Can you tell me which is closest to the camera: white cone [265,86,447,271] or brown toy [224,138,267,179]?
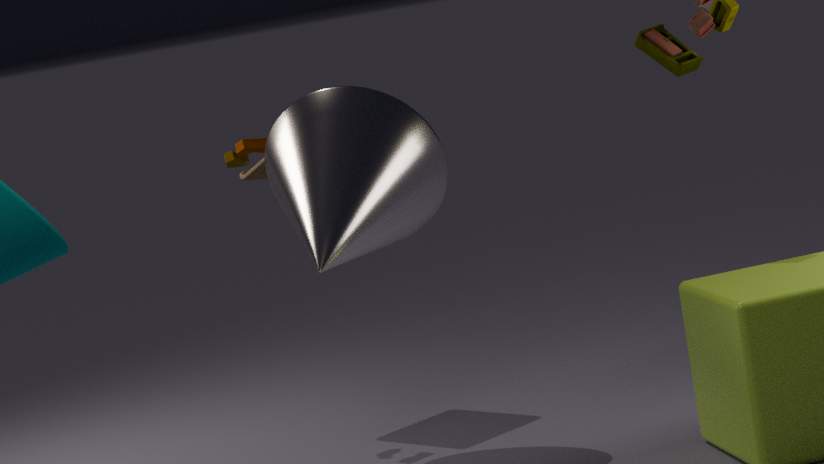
white cone [265,86,447,271]
